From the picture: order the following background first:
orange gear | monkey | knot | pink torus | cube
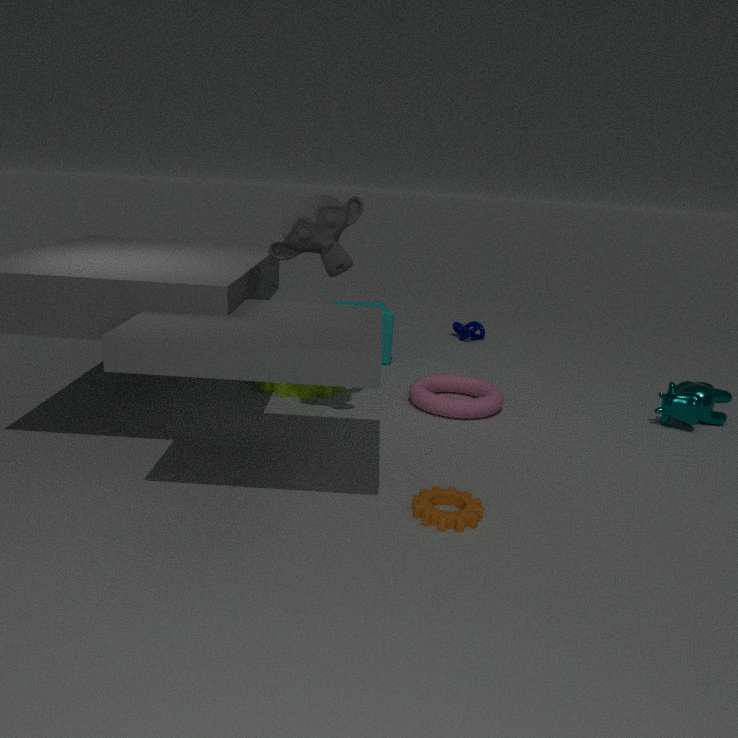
1. knot
2. cube
3. pink torus
4. monkey
5. orange gear
